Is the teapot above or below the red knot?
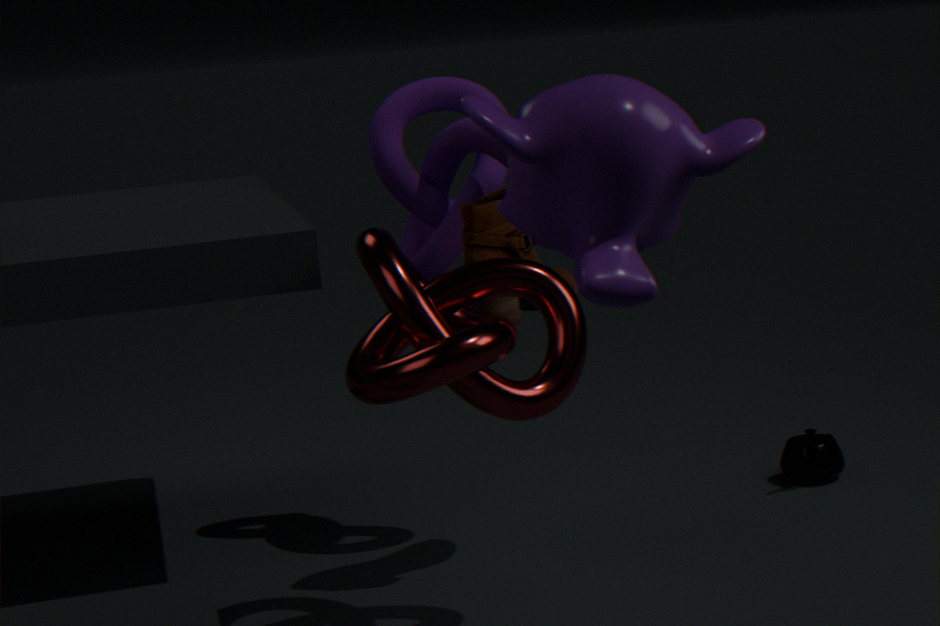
below
